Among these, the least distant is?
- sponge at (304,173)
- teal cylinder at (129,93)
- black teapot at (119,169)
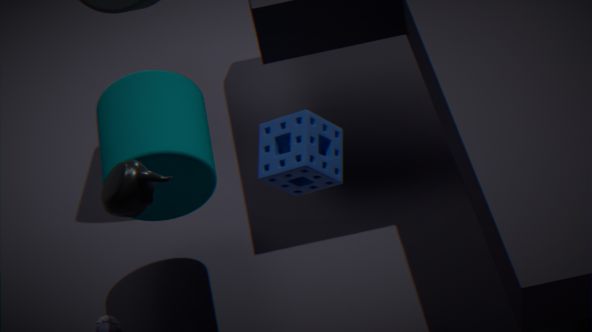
black teapot at (119,169)
